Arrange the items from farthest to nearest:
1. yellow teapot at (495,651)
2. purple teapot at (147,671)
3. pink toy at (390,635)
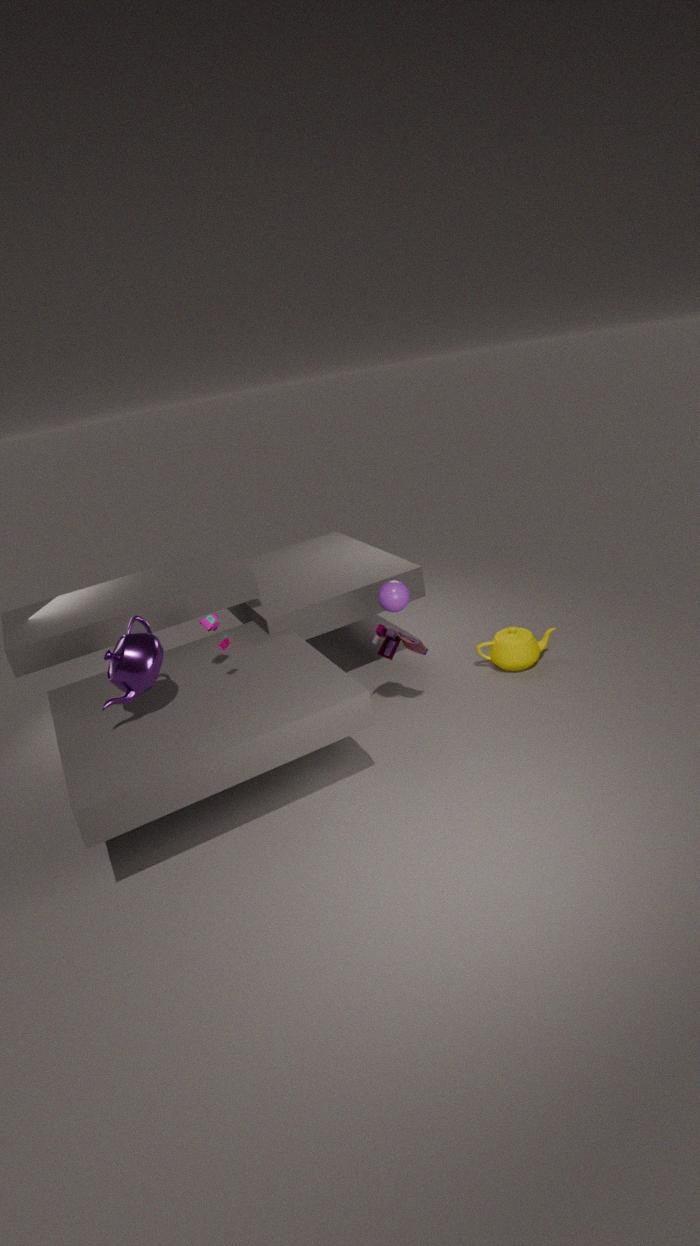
yellow teapot at (495,651)
pink toy at (390,635)
purple teapot at (147,671)
